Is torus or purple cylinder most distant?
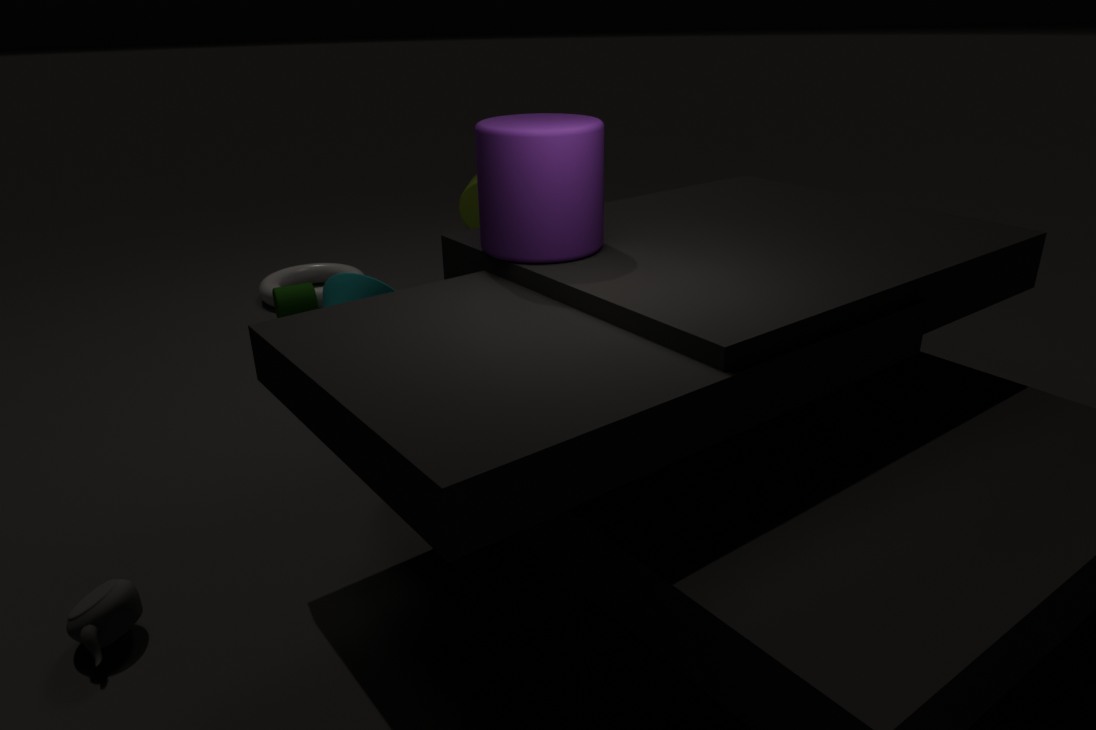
torus
